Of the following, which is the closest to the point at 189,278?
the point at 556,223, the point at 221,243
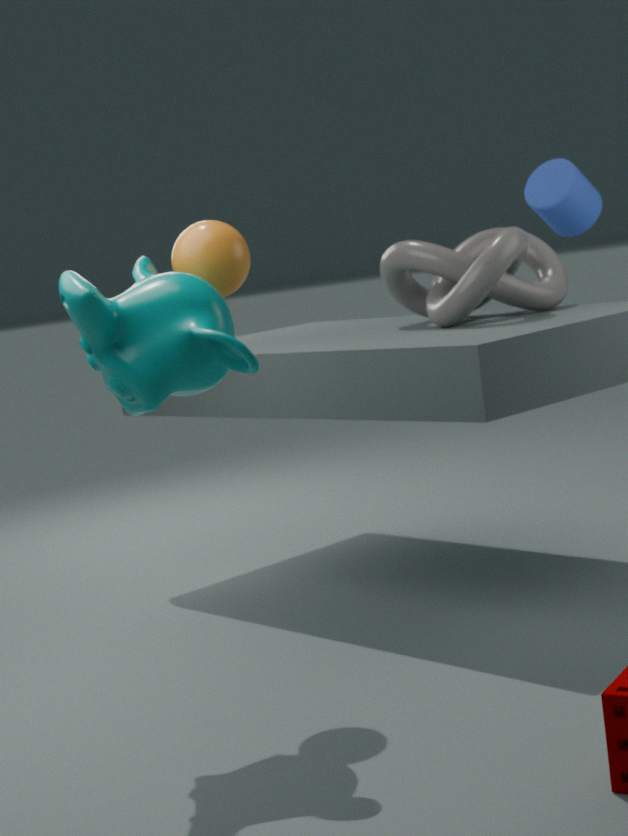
the point at 221,243
